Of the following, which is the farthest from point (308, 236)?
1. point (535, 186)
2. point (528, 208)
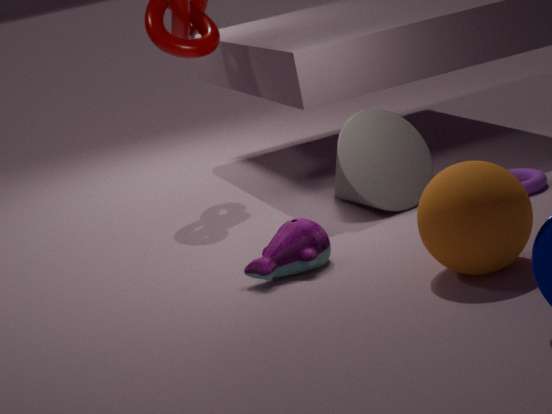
point (535, 186)
